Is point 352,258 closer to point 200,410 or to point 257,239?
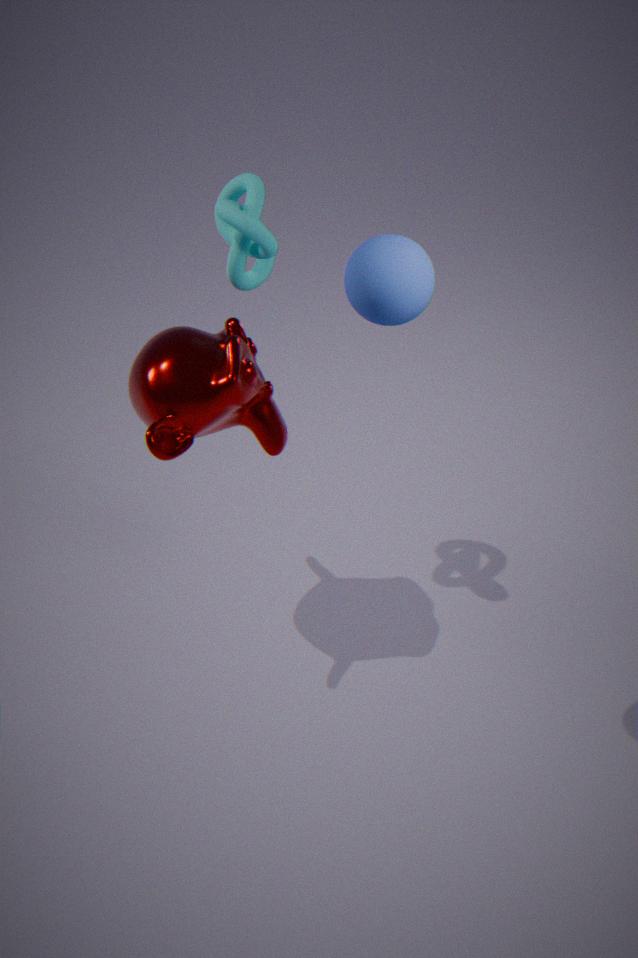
point 257,239
